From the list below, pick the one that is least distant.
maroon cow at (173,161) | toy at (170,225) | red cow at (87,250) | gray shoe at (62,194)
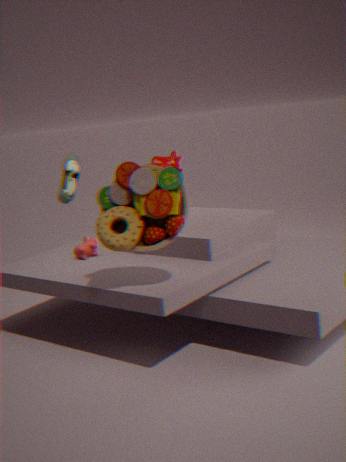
toy at (170,225)
